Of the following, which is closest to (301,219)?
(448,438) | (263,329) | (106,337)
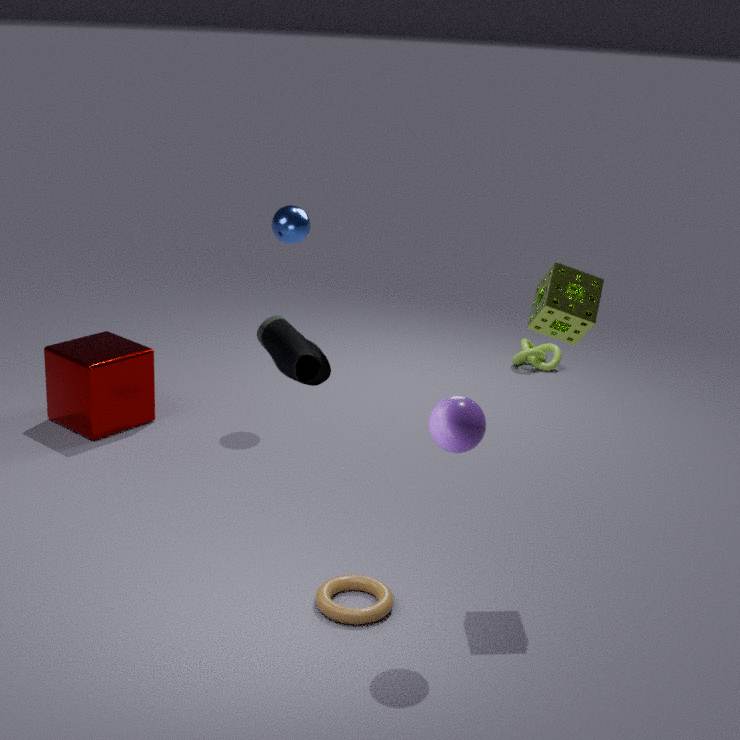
(106,337)
